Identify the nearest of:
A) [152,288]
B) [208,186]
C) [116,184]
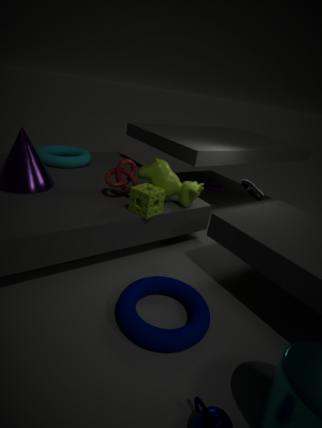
[152,288]
